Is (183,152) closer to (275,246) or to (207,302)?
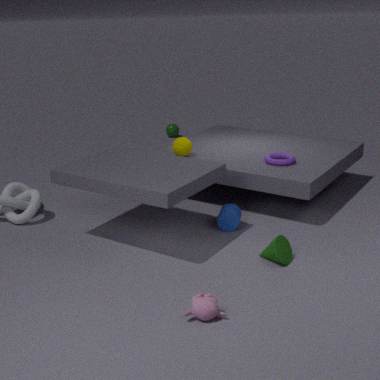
(275,246)
